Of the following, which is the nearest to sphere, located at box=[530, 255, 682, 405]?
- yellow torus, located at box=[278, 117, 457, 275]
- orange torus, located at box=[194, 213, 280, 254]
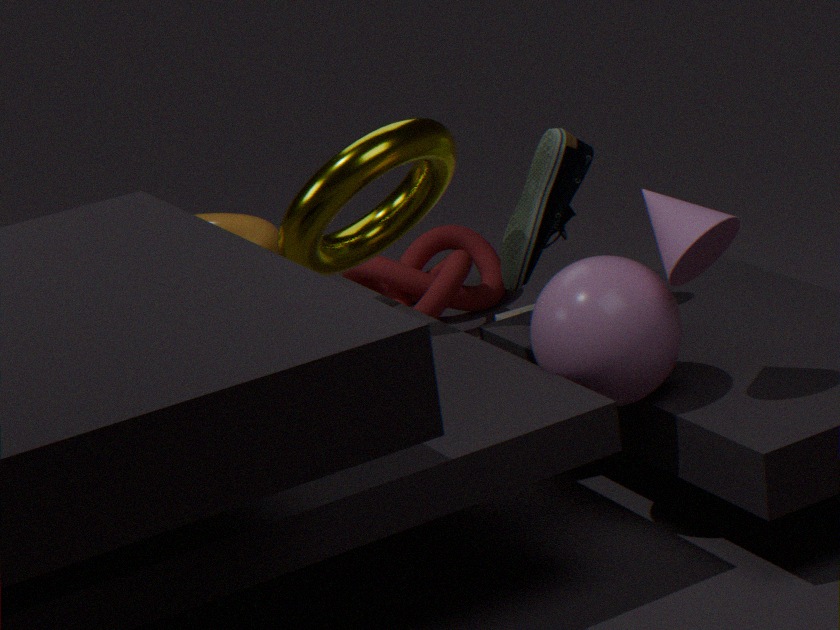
yellow torus, located at box=[278, 117, 457, 275]
